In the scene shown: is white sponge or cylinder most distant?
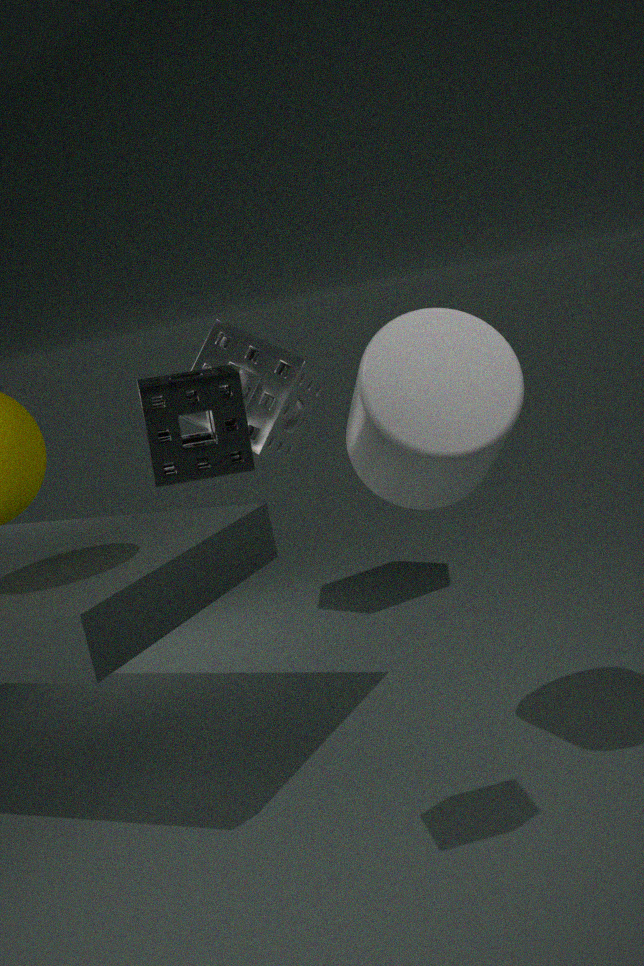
white sponge
